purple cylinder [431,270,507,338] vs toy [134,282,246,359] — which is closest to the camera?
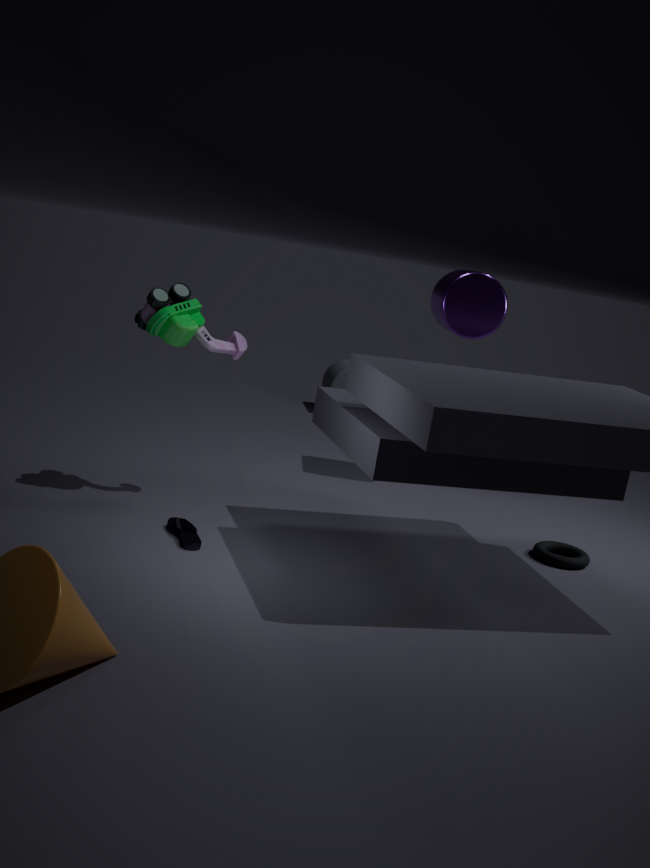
toy [134,282,246,359]
